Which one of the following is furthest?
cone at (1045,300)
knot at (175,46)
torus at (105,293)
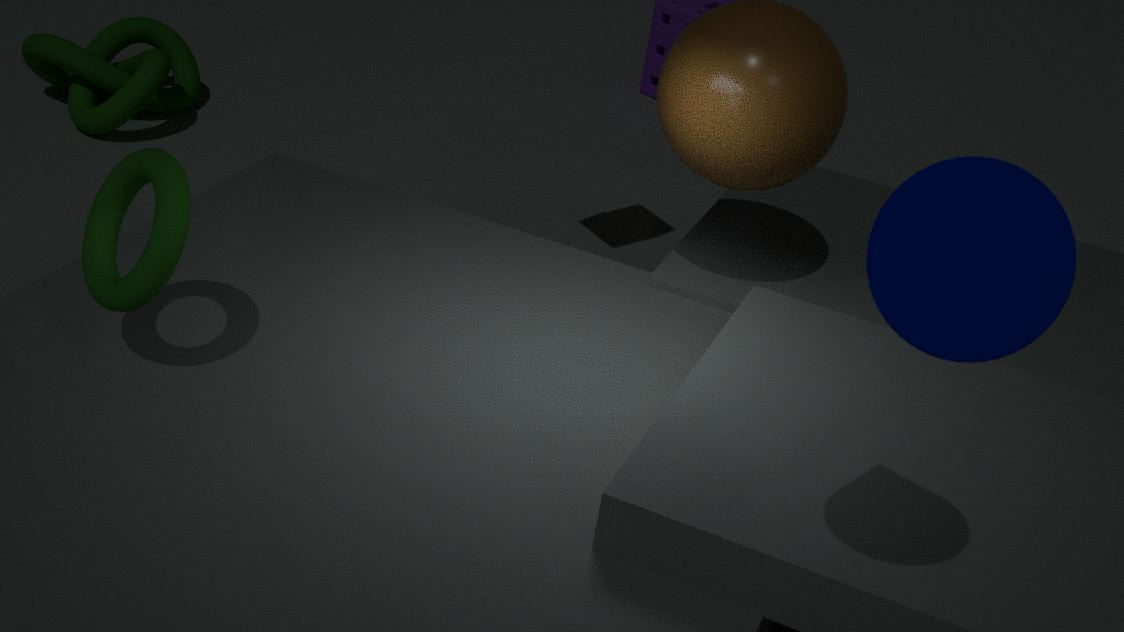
knot at (175,46)
